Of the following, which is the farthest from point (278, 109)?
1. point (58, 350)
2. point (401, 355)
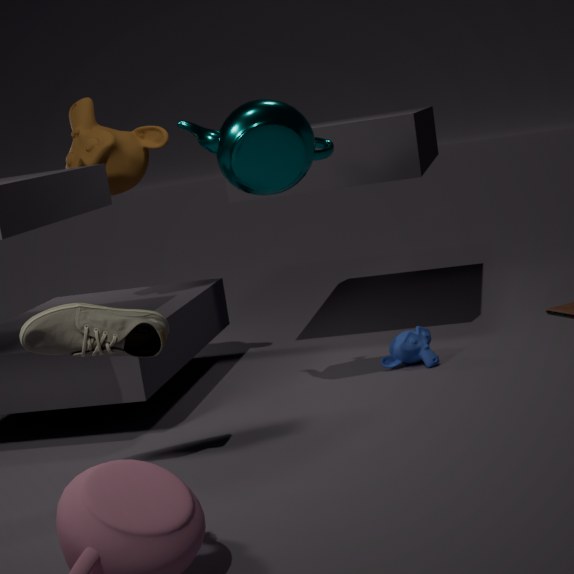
point (401, 355)
